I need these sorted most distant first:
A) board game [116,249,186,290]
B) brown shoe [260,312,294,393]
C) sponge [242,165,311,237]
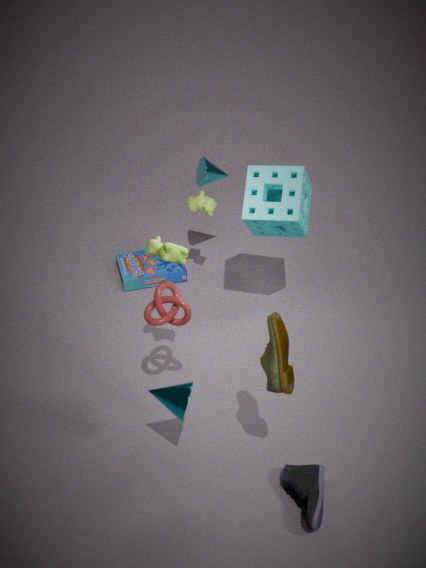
board game [116,249,186,290] < sponge [242,165,311,237] < brown shoe [260,312,294,393]
